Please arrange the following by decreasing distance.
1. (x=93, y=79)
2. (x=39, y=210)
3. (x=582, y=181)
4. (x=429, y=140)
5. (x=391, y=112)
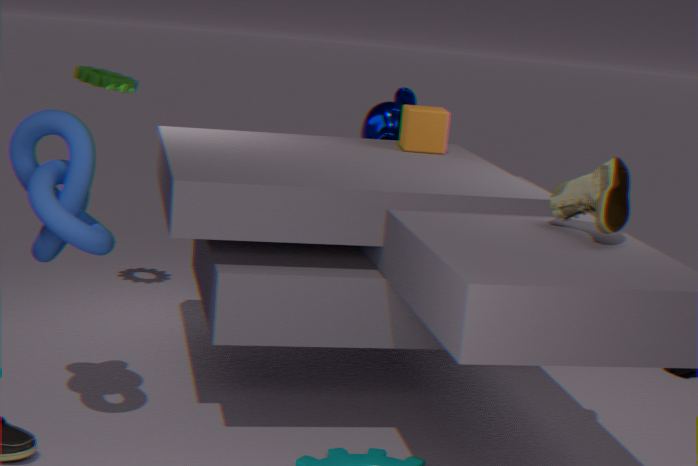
(x=391, y=112) < (x=93, y=79) < (x=429, y=140) < (x=582, y=181) < (x=39, y=210)
